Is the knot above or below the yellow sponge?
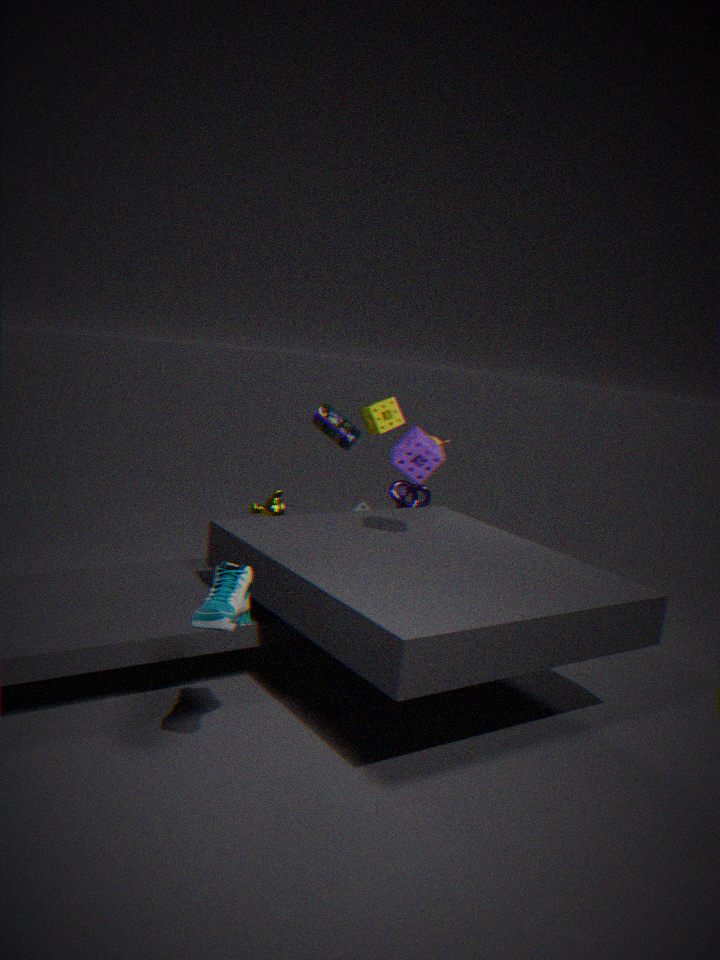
below
